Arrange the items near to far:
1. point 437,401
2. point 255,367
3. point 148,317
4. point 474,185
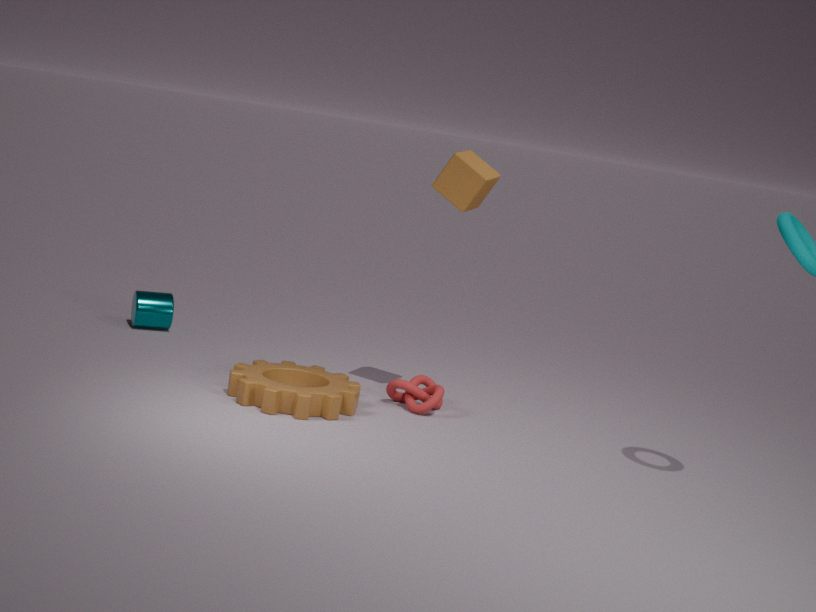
point 474,185 < point 255,367 < point 437,401 < point 148,317
